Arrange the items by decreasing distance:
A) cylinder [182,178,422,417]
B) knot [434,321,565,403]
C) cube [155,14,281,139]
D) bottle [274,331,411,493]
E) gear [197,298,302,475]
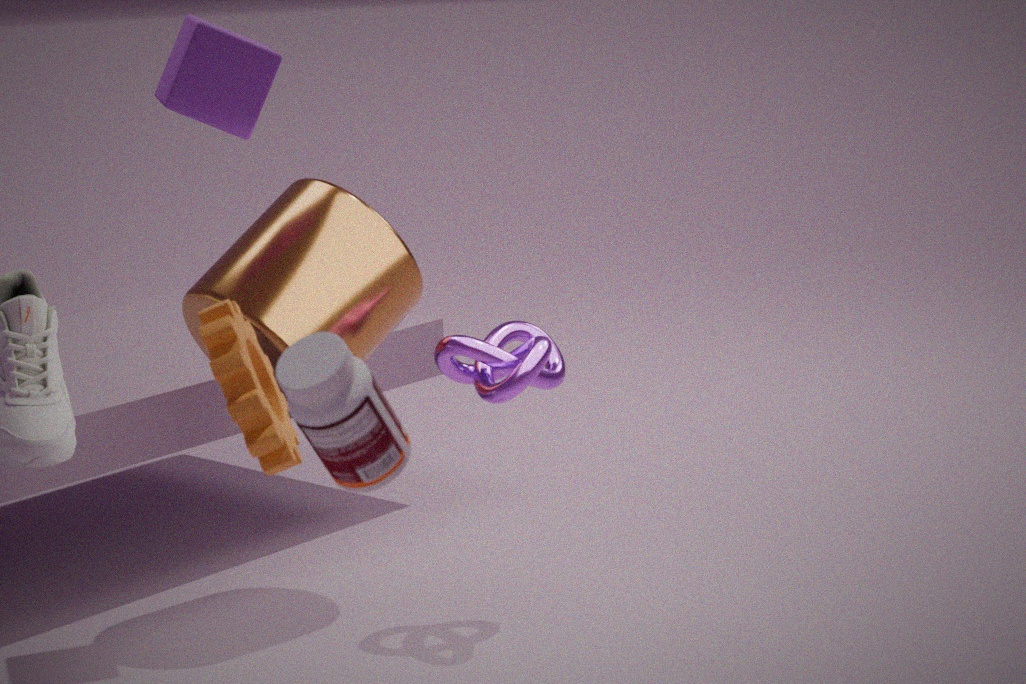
A. cylinder [182,178,422,417] → B. knot [434,321,565,403] → C. cube [155,14,281,139] → E. gear [197,298,302,475] → D. bottle [274,331,411,493]
